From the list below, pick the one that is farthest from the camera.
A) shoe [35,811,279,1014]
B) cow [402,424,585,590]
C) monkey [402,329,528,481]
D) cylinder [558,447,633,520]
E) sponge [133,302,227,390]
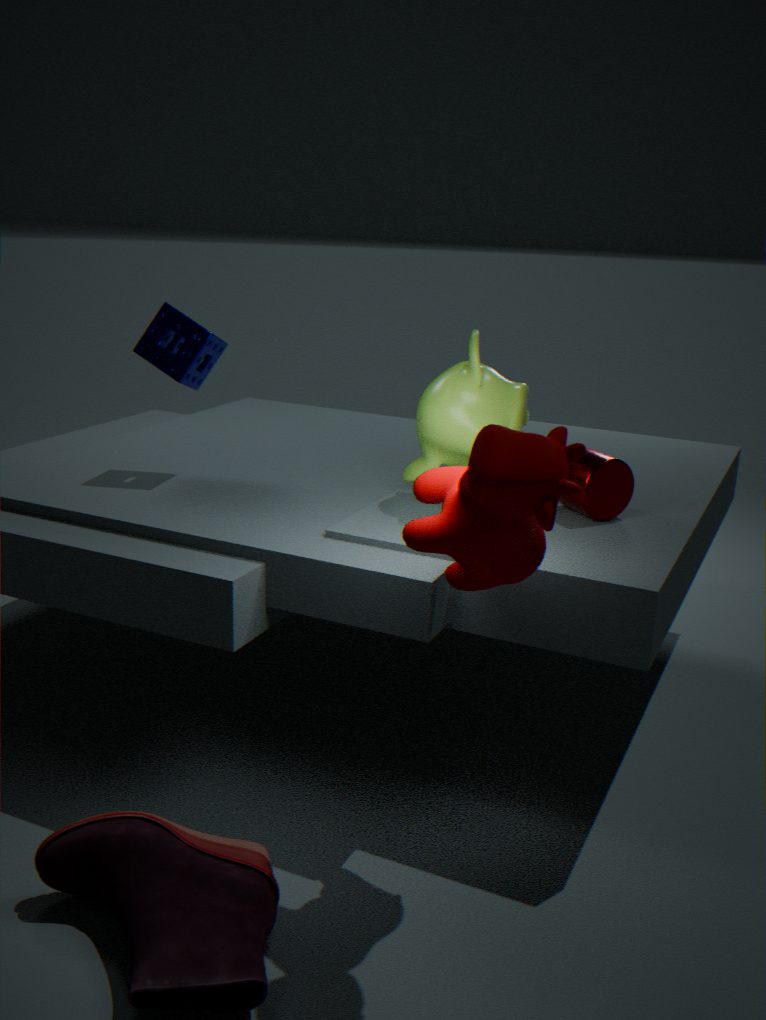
sponge [133,302,227,390]
